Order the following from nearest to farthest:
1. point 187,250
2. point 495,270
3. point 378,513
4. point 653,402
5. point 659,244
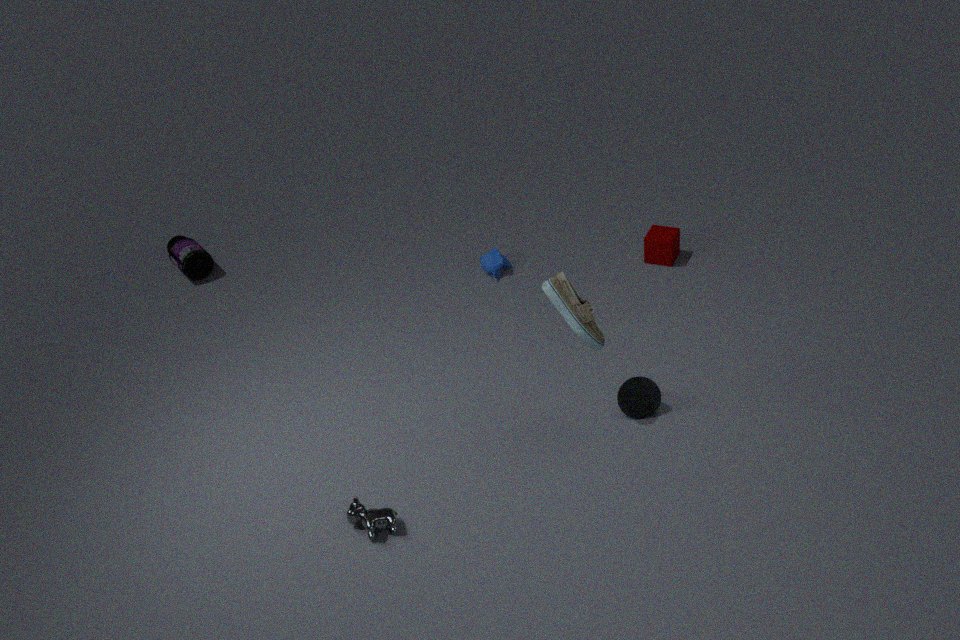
point 378,513 < point 653,402 < point 659,244 < point 495,270 < point 187,250
